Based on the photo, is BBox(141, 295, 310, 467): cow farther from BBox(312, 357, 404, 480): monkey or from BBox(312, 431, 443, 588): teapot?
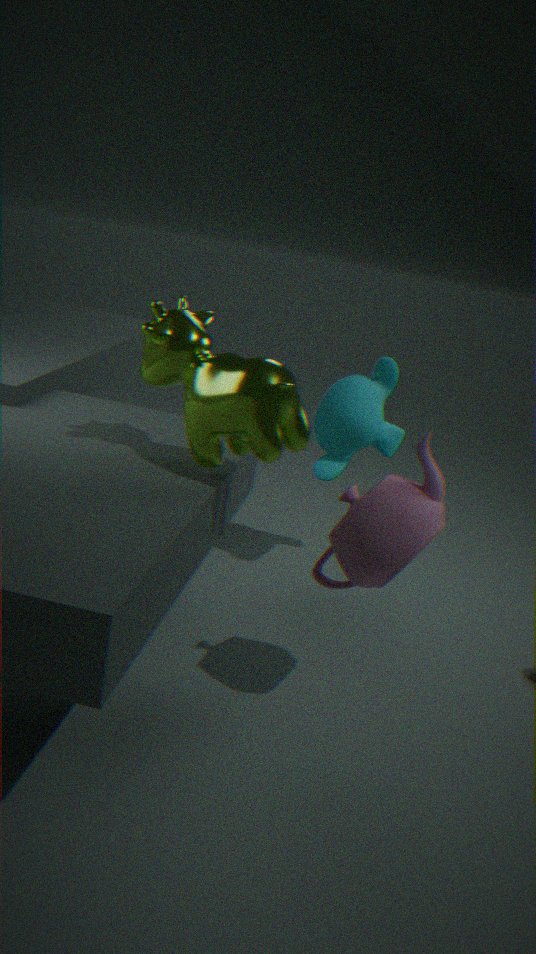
BBox(312, 357, 404, 480): monkey
